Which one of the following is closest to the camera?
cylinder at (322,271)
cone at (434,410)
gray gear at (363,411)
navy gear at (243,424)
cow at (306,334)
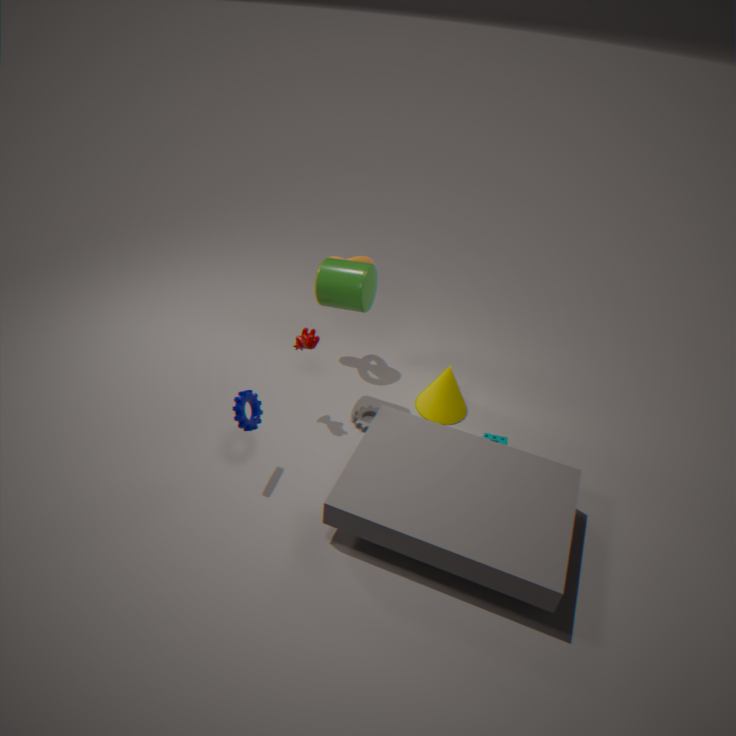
navy gear at (243,424)
